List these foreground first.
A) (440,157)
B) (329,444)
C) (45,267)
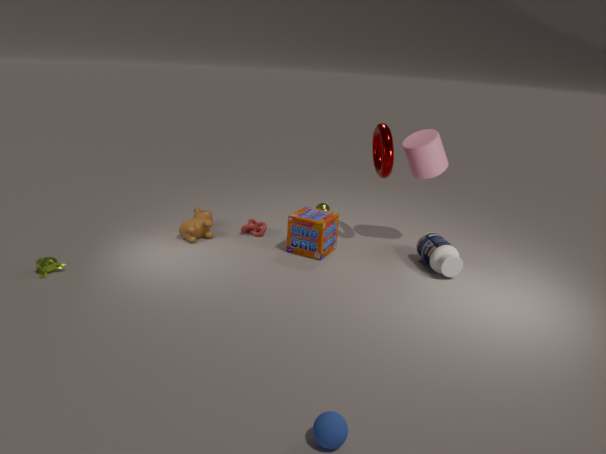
(329,444), (45,267), (440,157)
